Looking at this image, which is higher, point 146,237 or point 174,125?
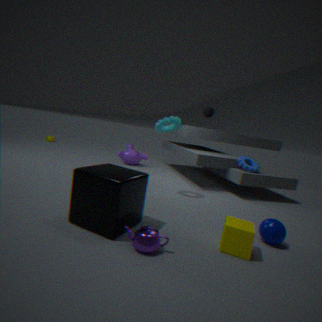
point 174,125
